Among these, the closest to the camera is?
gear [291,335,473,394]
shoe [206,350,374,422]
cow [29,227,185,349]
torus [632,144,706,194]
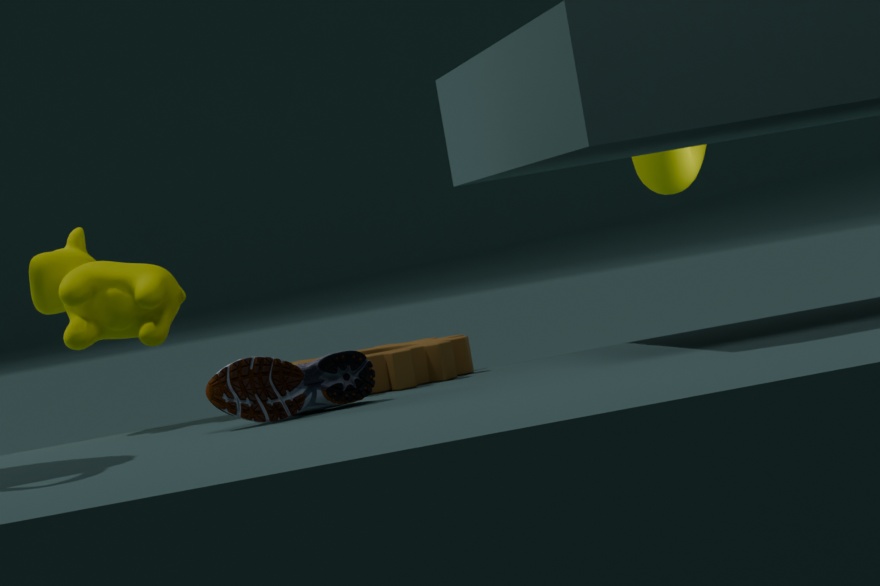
shoe [206,350,374,422]
